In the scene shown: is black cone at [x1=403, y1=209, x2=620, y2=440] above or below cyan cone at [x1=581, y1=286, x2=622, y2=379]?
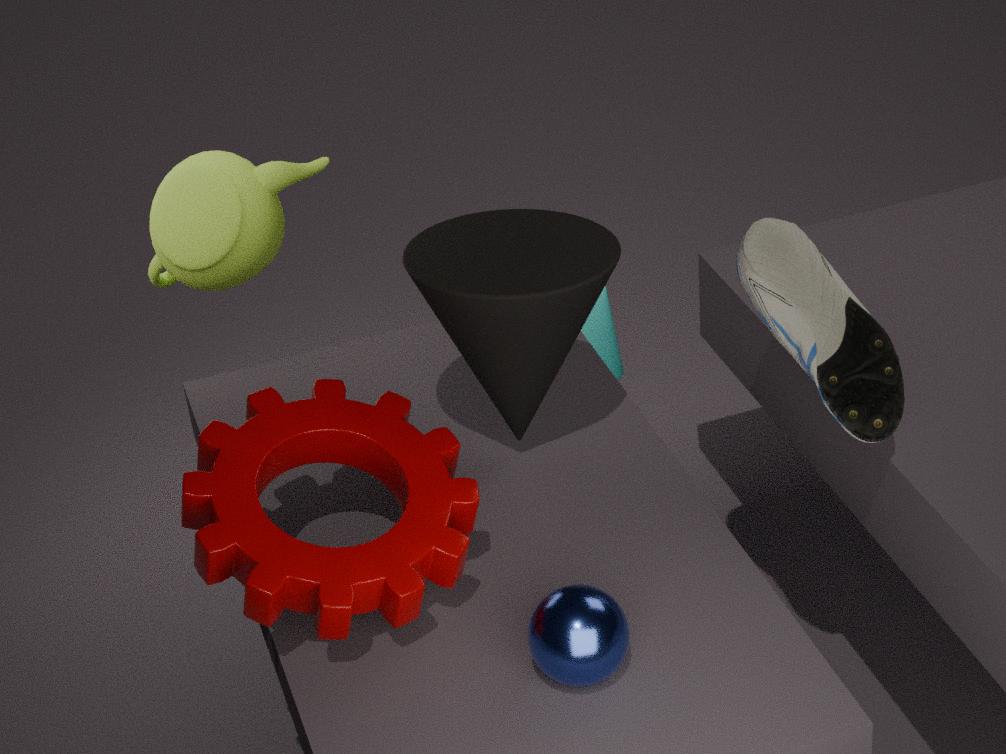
above
